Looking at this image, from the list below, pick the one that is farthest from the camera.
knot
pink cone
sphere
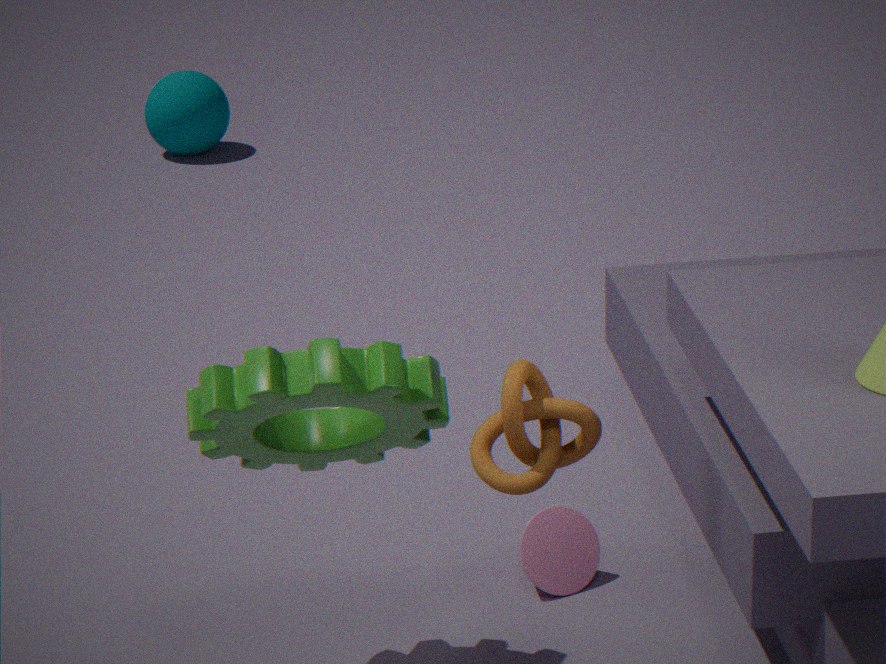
sphere
